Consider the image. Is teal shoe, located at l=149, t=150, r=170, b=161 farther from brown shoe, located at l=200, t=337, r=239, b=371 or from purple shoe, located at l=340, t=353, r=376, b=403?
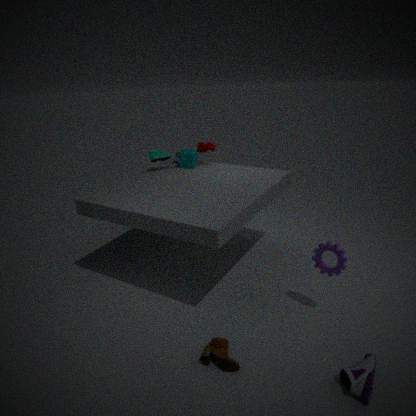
purple shoe, located at l=340, t=353, r=376, b=403
